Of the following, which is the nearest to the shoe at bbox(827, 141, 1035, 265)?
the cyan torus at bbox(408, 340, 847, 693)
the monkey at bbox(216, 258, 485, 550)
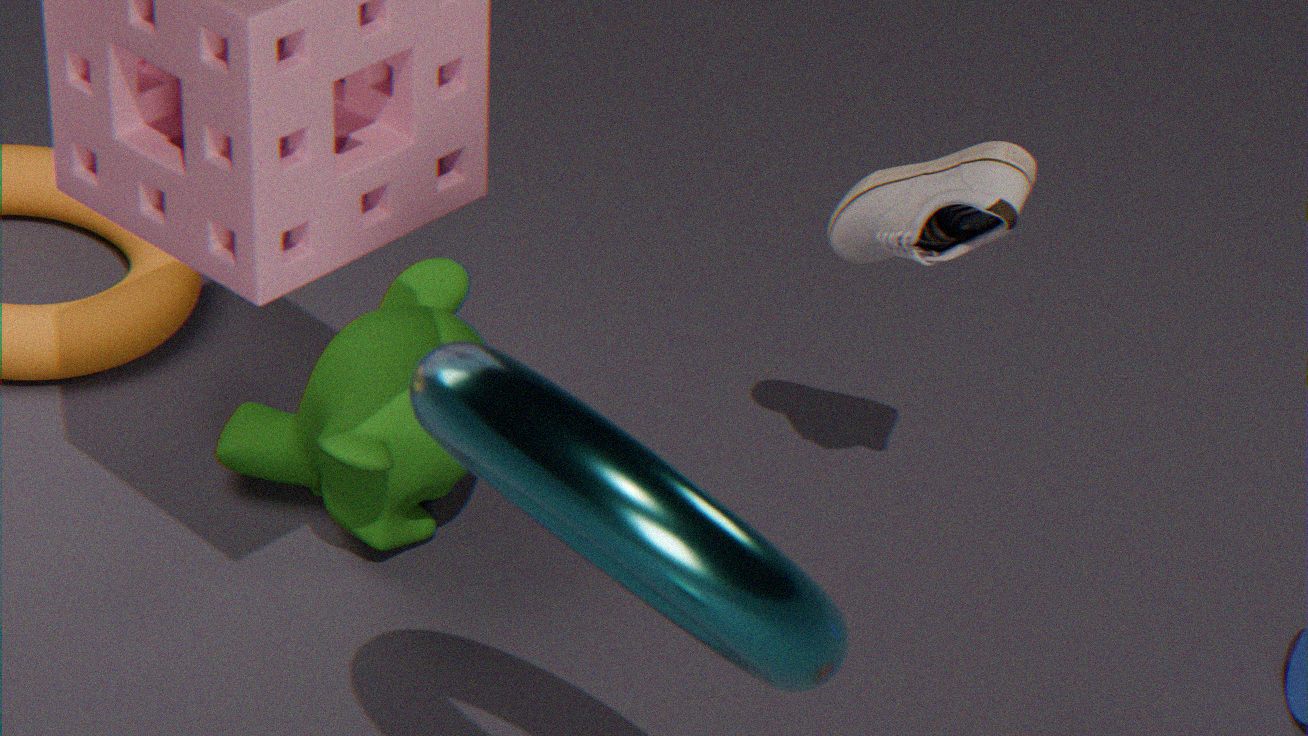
the monkey at bbox(216, 258, 485, 550)
